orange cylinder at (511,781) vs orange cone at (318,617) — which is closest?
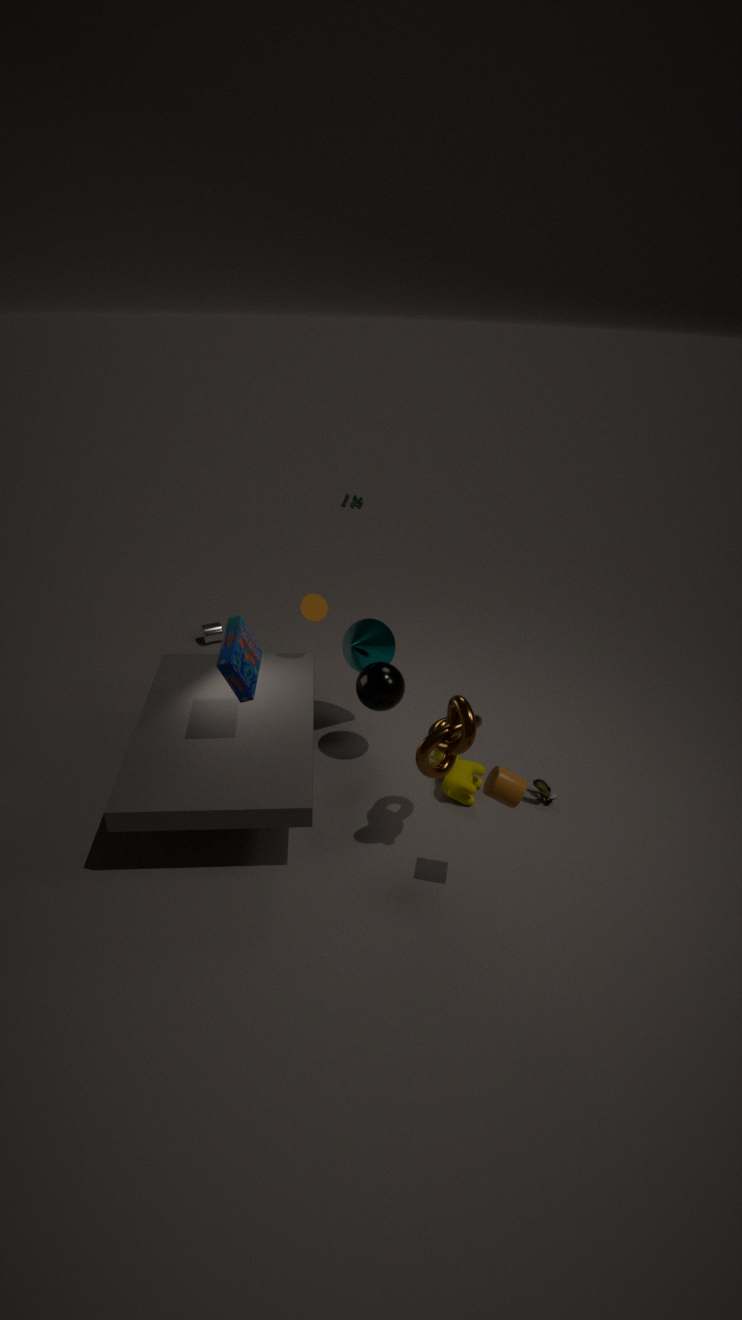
orange cylinder at (511,781)
